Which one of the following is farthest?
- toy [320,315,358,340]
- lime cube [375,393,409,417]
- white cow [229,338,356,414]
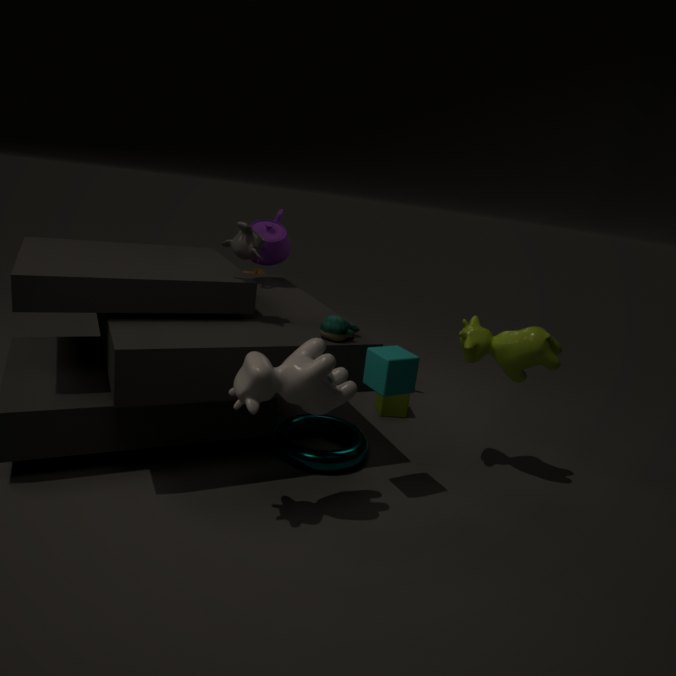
lime cube [375,393,409,417]
